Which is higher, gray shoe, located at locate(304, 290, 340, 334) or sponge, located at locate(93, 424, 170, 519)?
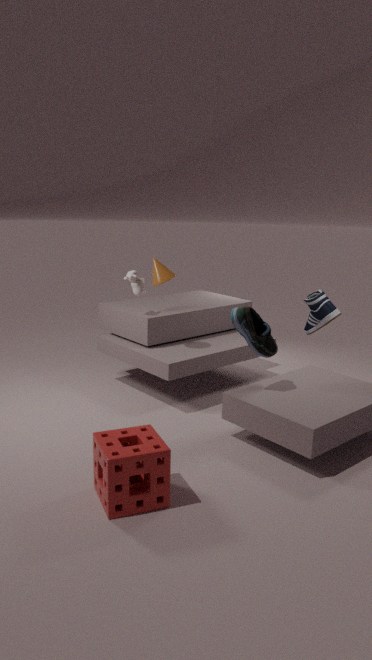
gray shoe, located at locate(304, 290, 340, 334)
